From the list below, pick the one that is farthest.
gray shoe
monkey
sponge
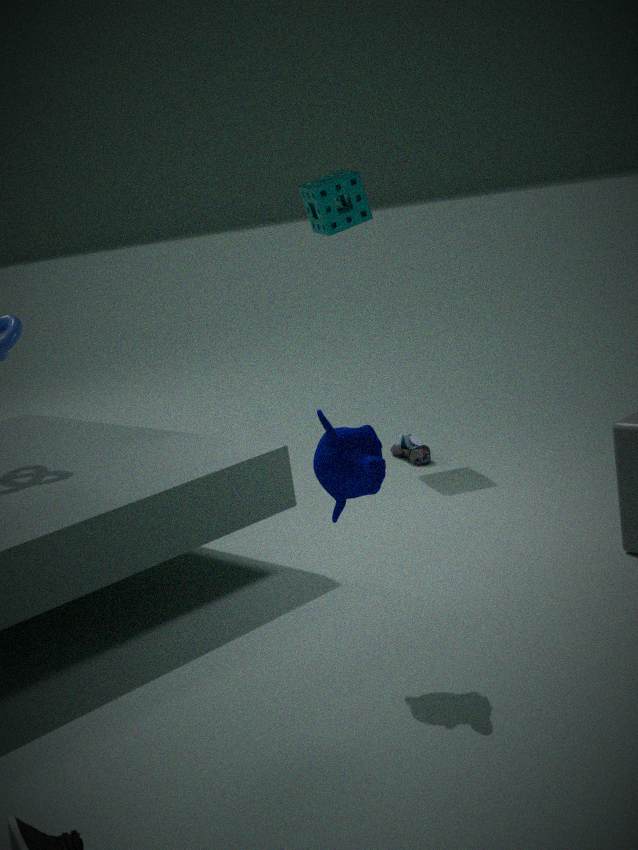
gray shoe
